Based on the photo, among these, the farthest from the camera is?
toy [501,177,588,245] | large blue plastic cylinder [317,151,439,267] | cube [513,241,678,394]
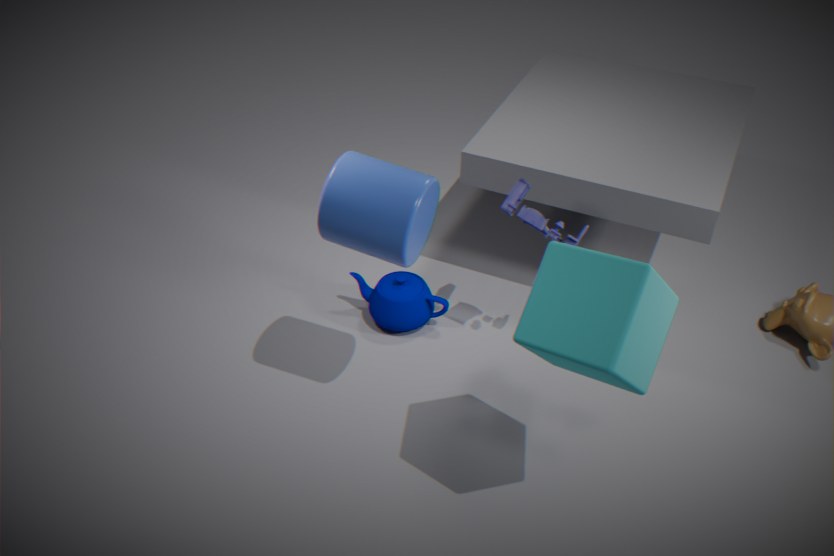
toy [501,177,588,245]
